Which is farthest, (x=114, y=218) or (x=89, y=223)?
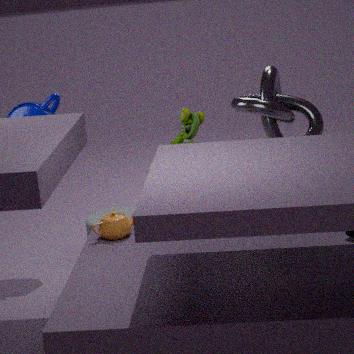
(x=89, y=223)
